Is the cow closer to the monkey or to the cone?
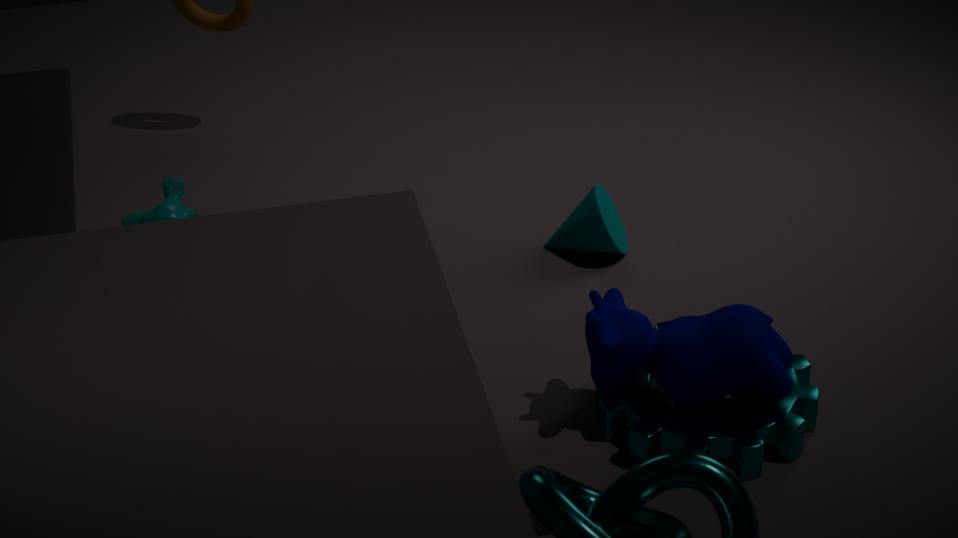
the cone
